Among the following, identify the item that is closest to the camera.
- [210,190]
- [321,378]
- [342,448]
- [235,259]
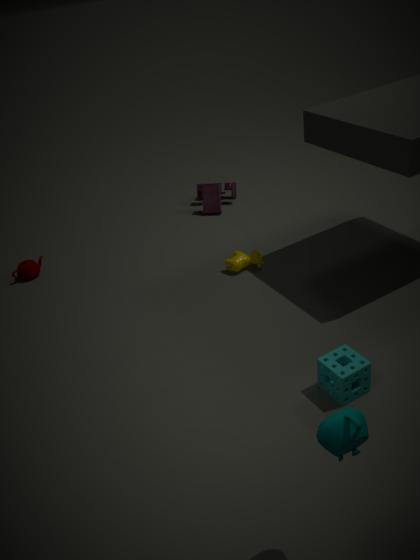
[342,448]
